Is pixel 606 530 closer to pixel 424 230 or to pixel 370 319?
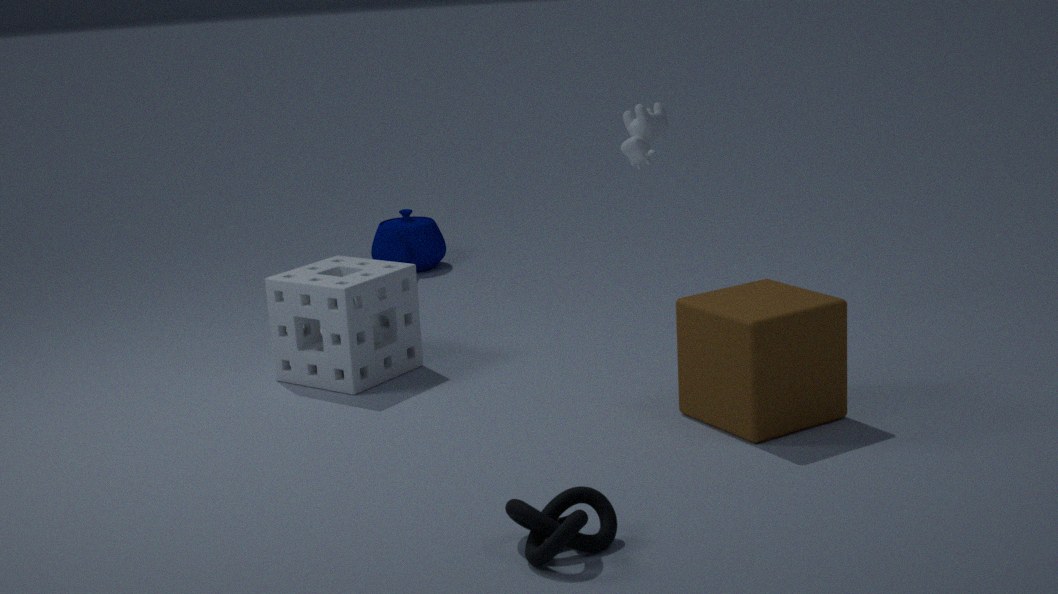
pixel 370 319
